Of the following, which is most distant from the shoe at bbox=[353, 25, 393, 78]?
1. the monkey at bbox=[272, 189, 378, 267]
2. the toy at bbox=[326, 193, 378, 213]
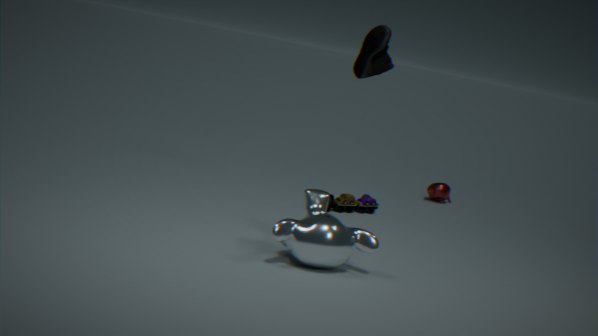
the monkey at bbox=[272, 189, 378, 267]
